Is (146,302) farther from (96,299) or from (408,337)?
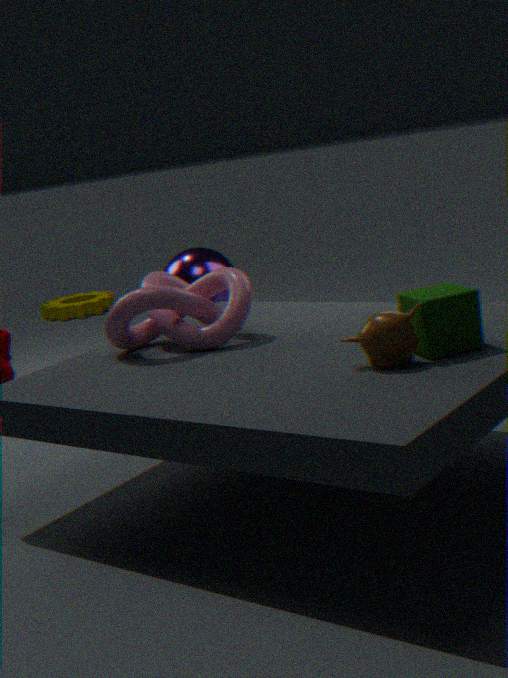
(96,299)
